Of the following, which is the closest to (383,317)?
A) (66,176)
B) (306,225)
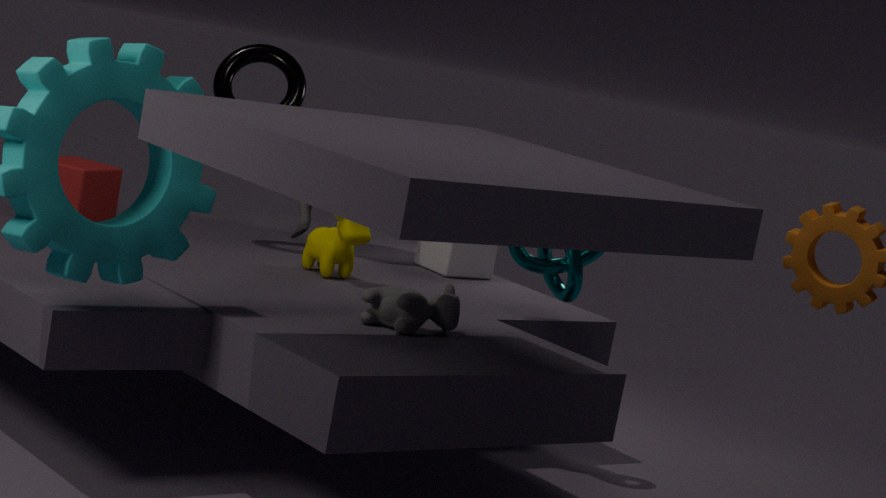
(306,225)
